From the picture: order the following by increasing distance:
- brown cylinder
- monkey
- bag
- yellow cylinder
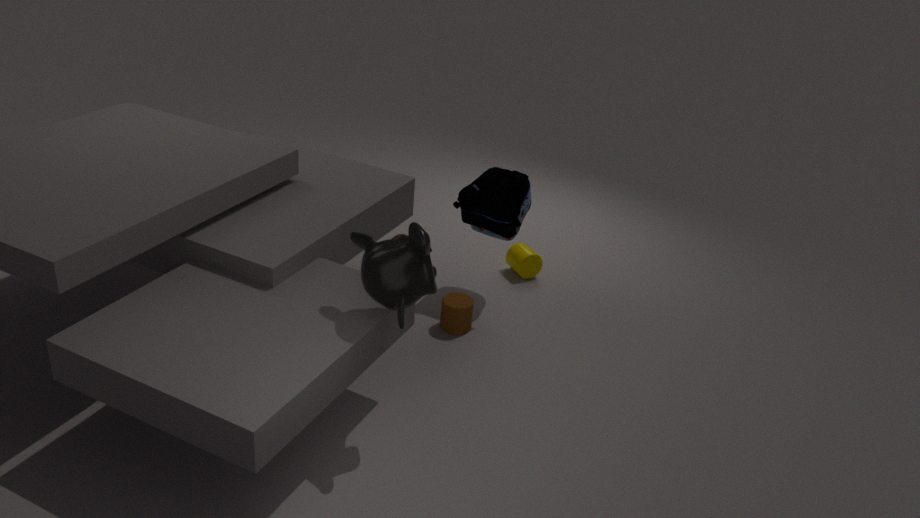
monkey → brown cylinder → bag → yellow cylinder
